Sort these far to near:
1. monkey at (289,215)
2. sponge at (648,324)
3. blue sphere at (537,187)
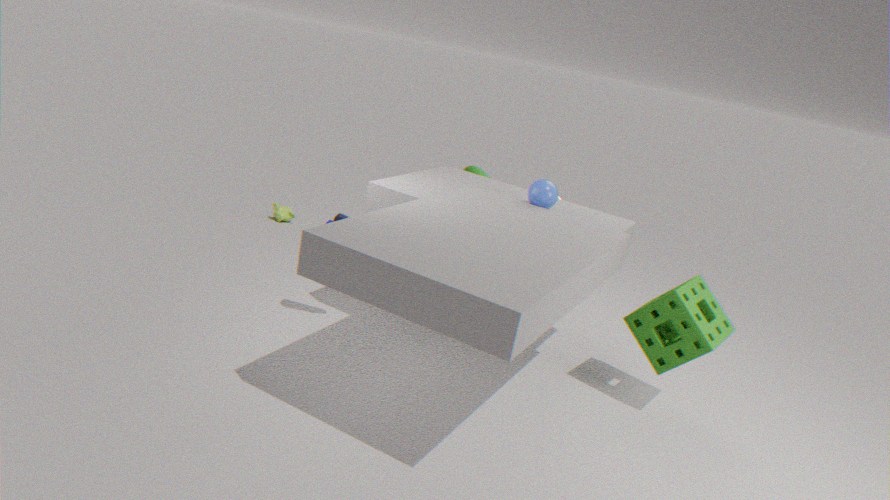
monkey at (289,215), blue sphere at (537,187), sponge at (648,324)
